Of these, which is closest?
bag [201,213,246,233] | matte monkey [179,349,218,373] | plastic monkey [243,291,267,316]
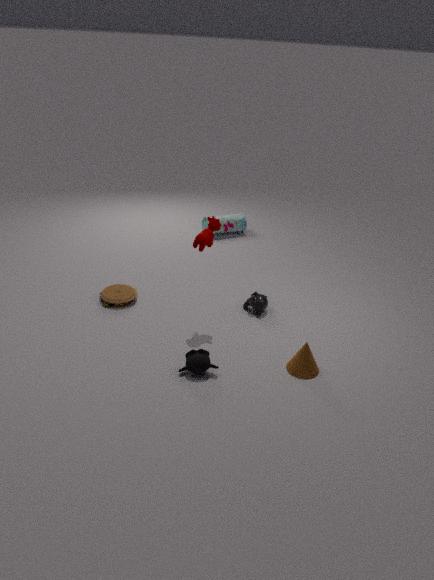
matte monkey [179,349,218,373]
